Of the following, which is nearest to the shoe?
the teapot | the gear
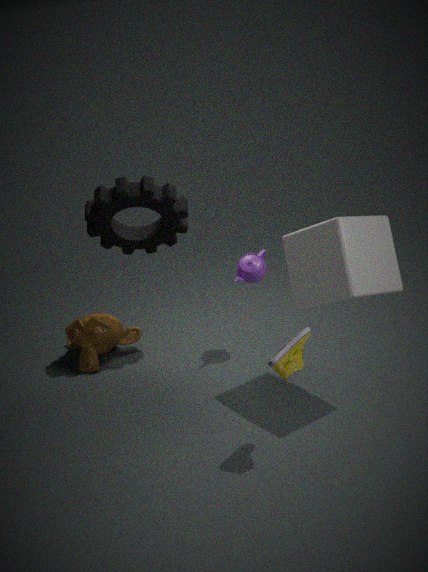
the teapot
